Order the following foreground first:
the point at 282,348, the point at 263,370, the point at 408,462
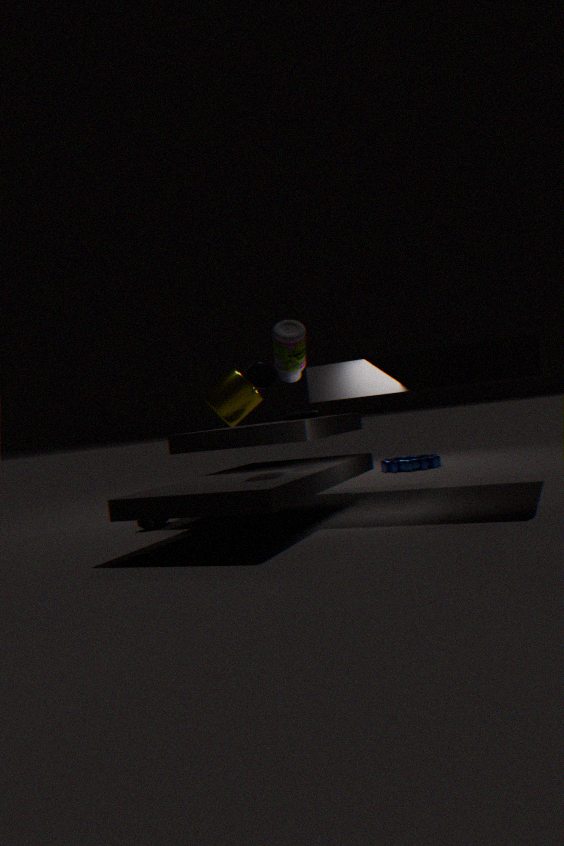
the point at 282,348 < the point at 263,370 < the point at 408,462
